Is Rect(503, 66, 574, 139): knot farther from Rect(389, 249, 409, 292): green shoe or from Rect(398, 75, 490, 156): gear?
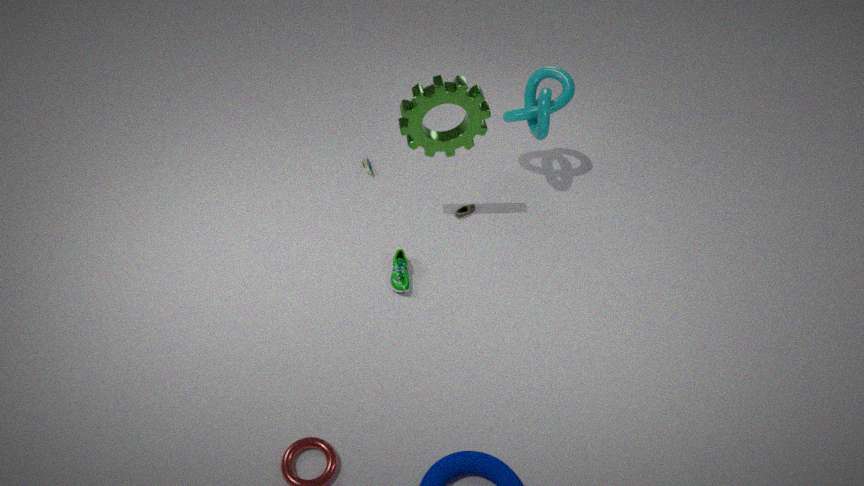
Rect(389, 249, 409, 292): green shoe
